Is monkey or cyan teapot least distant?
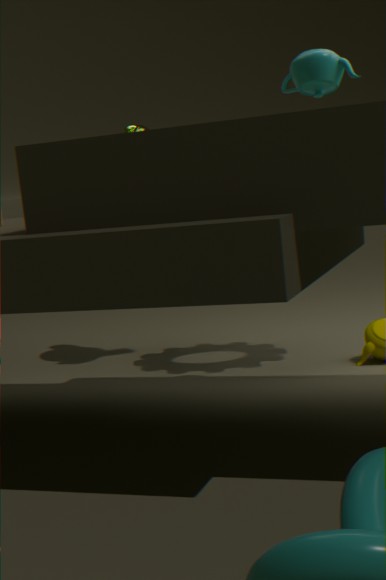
cyan teapot
